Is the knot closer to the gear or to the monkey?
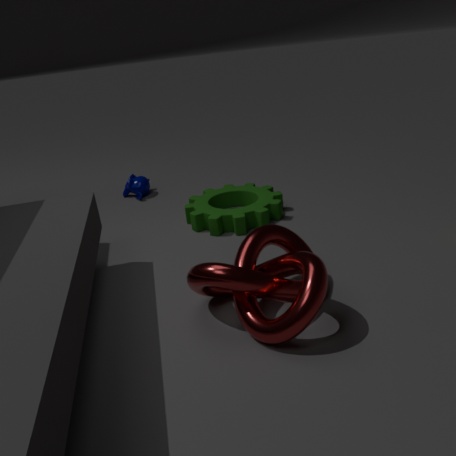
the gear
